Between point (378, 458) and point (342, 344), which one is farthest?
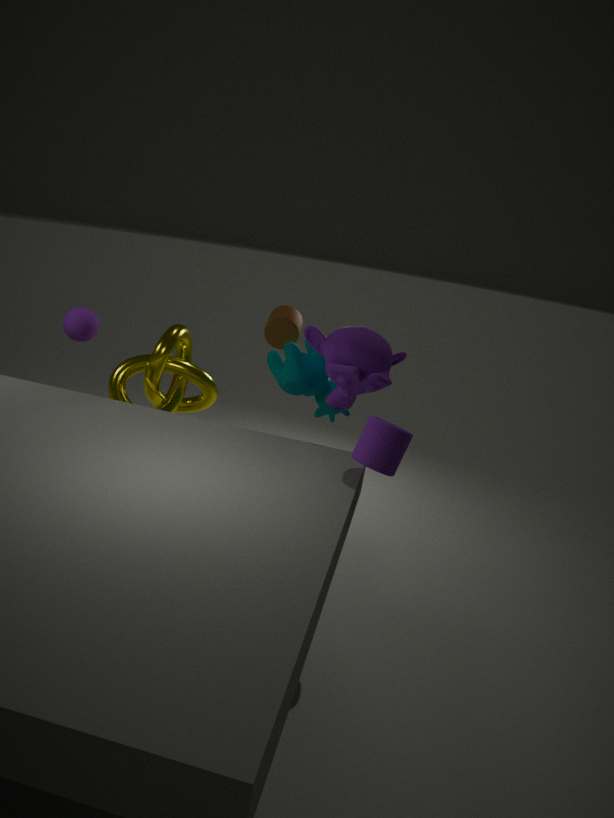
point (342, 344)
